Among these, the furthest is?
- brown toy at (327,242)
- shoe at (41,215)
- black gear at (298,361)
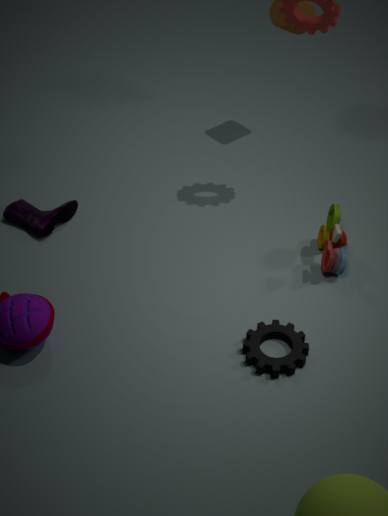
shoe at (41,215)
